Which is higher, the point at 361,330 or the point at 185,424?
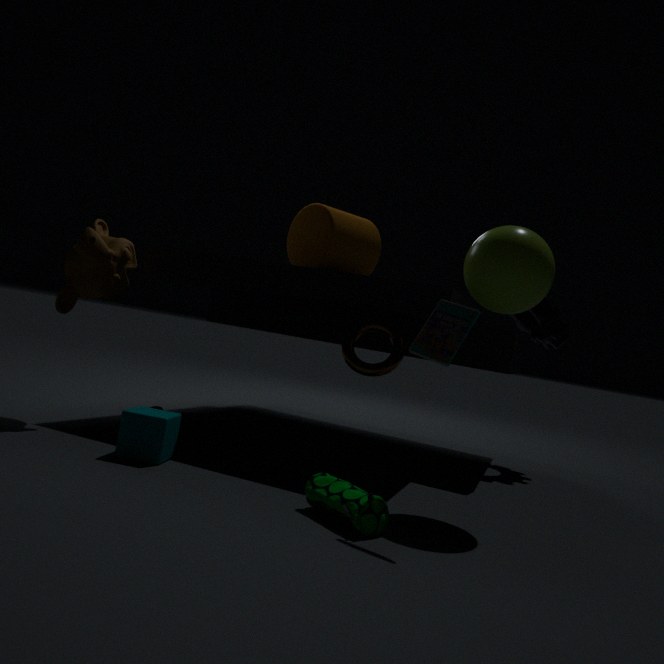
the point at 361,330
